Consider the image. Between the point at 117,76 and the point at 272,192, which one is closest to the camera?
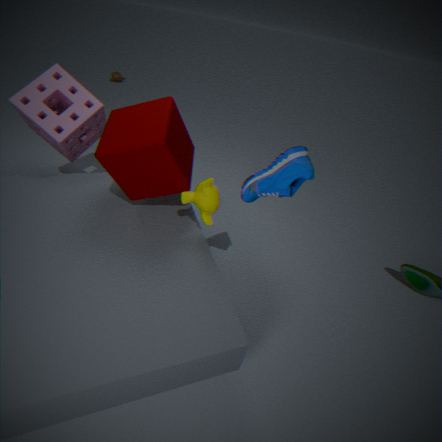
the point at 272,192
